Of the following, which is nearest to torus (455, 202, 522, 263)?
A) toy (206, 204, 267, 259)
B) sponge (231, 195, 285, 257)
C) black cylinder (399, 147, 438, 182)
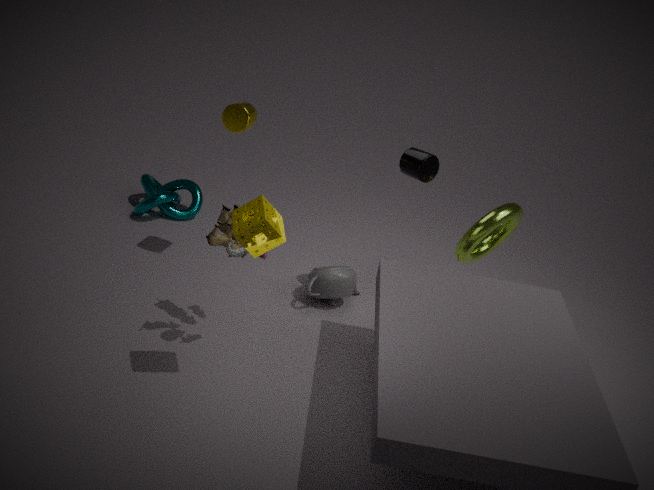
black cylinder (399, 147, 438, 182)
